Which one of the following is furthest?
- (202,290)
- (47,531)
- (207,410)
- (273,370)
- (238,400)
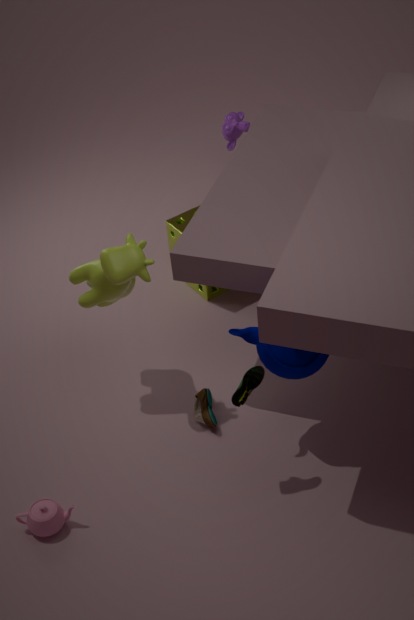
(202,290)
